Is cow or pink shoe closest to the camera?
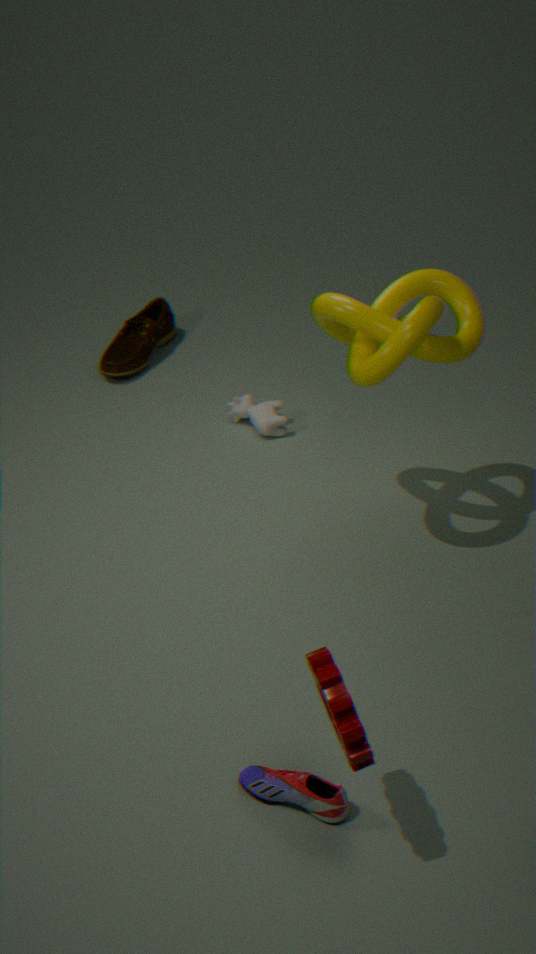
pink shoe
